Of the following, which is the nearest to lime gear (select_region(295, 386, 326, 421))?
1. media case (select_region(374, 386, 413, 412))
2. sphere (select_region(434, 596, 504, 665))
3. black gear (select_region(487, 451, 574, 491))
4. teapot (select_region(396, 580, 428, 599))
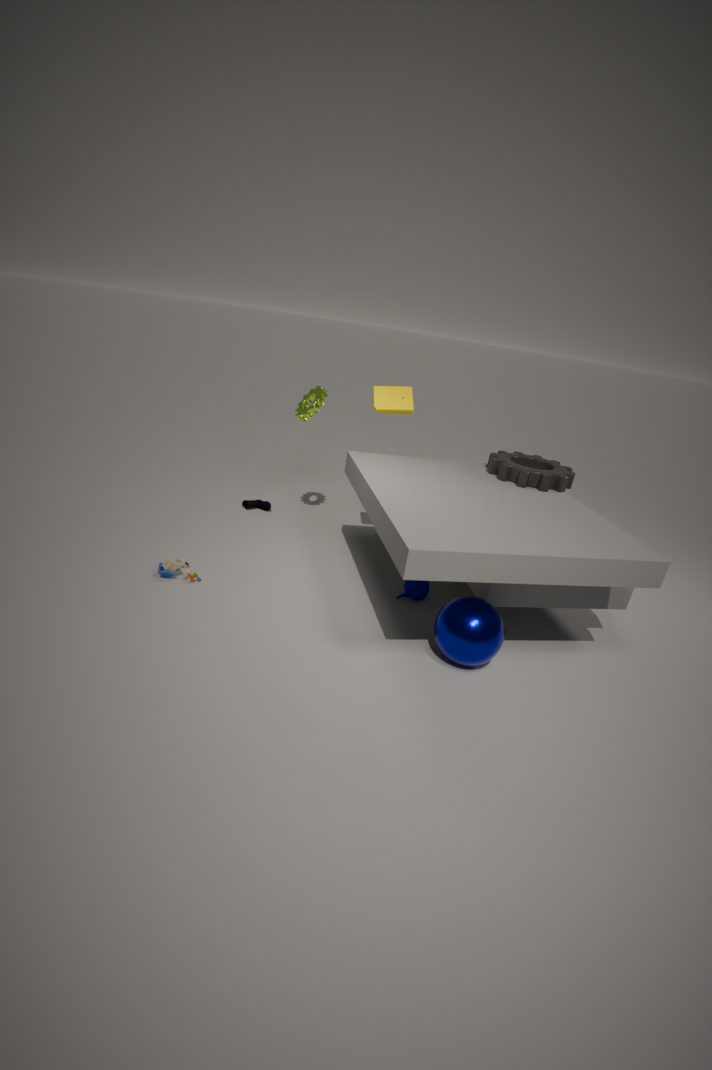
media case (select_region(374, 386, 413, 412))
